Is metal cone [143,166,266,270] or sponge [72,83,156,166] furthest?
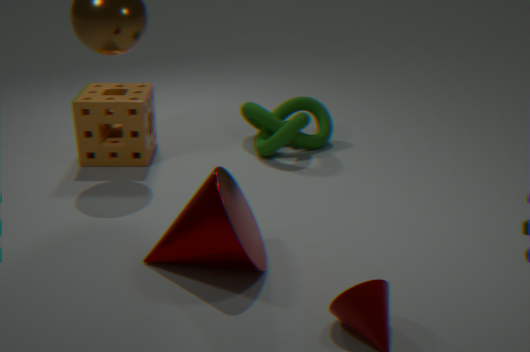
sponge [72,83,156,166]
